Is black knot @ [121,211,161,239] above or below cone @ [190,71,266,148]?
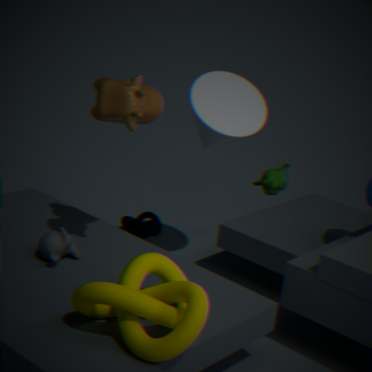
below
